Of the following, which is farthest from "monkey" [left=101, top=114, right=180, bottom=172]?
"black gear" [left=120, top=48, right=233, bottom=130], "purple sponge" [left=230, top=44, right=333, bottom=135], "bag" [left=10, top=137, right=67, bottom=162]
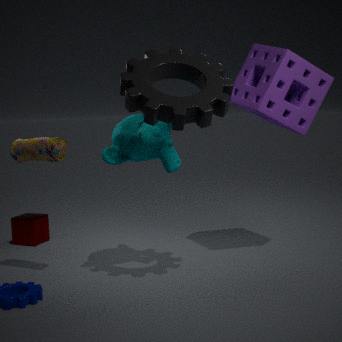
"purple sponge" [left=230, top=44, right=333, bottom=135]
